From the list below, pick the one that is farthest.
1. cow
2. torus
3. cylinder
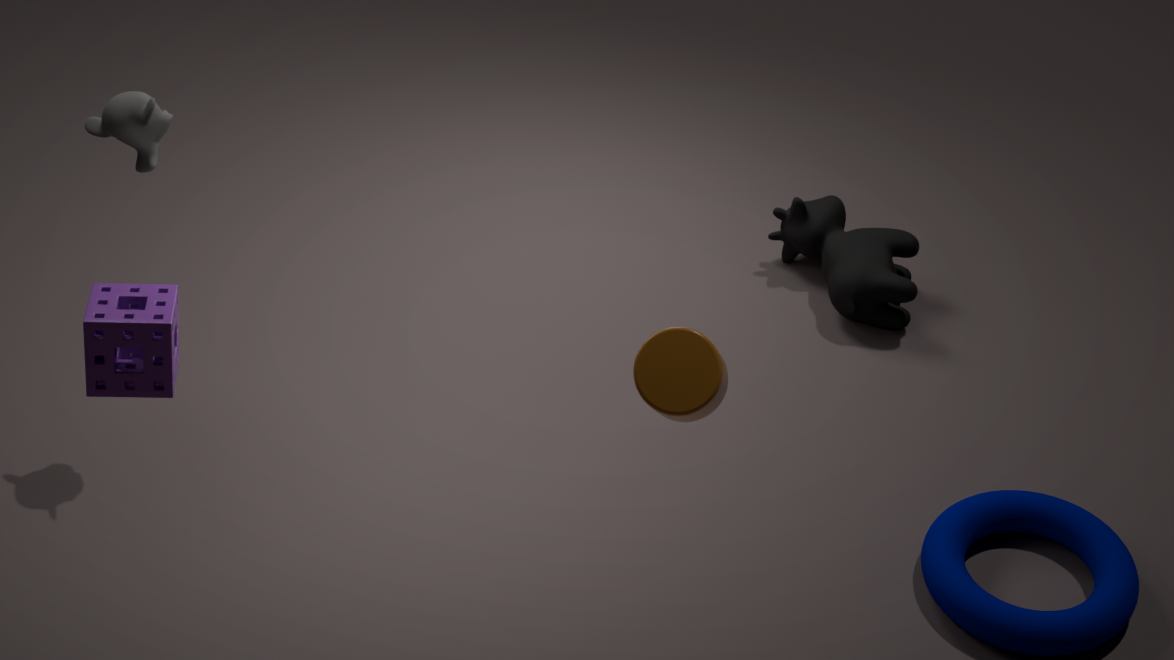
cow
